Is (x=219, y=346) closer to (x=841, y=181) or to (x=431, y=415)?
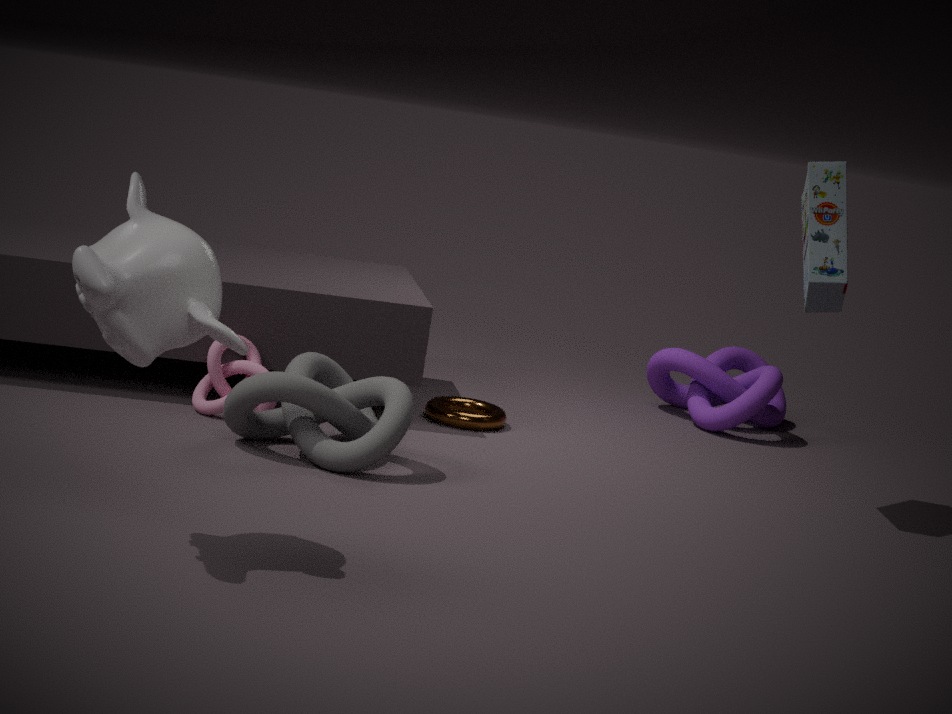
(x=431, y=415)
